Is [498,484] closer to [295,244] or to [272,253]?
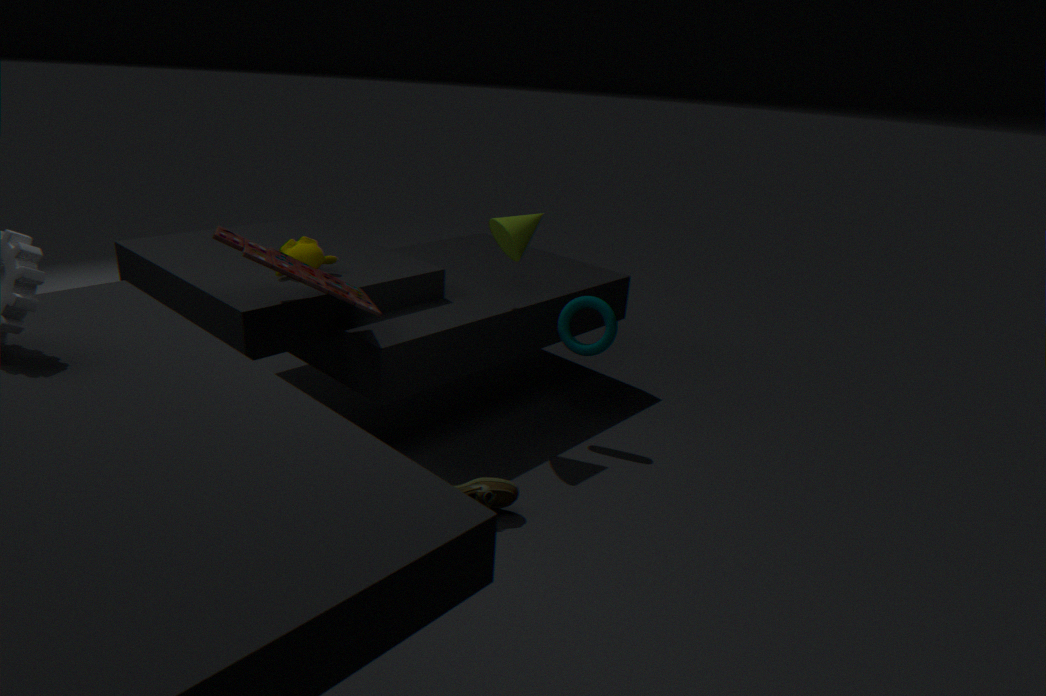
[272,253]
